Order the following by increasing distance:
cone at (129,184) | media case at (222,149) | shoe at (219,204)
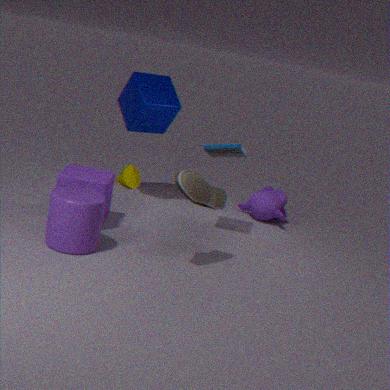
1. shoe at (219,204)
2. media case at (222,149)
3. cone at (129,184)
